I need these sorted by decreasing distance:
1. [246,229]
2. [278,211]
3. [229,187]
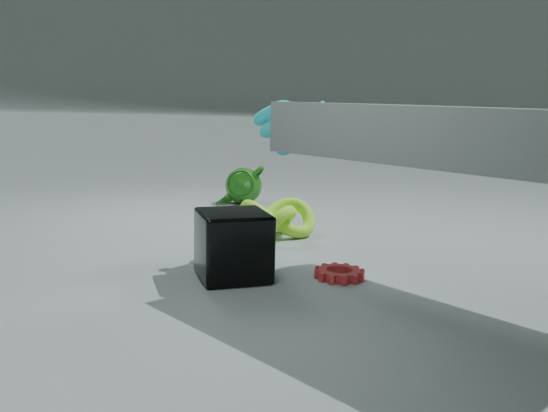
[229,187] < [278,211] < [246,229]
